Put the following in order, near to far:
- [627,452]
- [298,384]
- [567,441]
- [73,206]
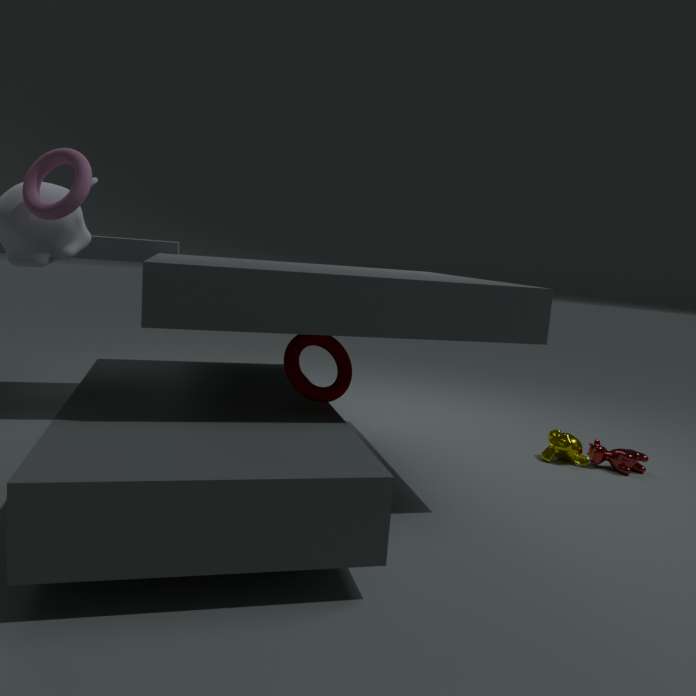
1. [73,206]
2. [298,384]
3. [627,452]
4. [567,441]
